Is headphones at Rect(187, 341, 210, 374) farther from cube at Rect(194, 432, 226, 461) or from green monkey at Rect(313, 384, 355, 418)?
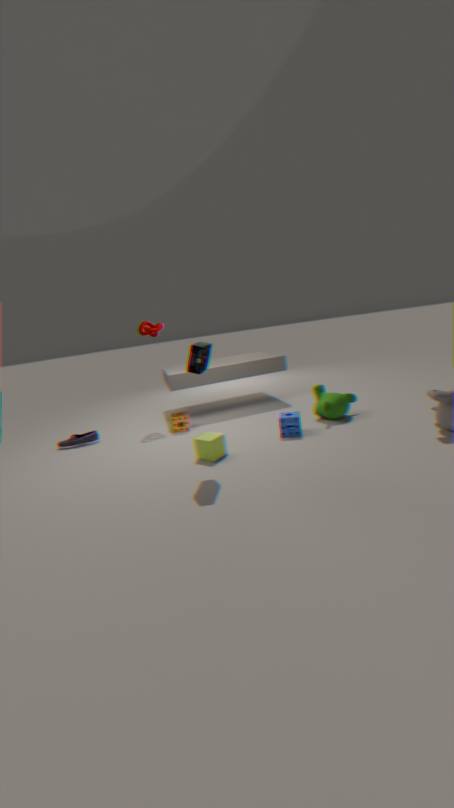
green monkey at Rect(313, 384, 355, 418)
